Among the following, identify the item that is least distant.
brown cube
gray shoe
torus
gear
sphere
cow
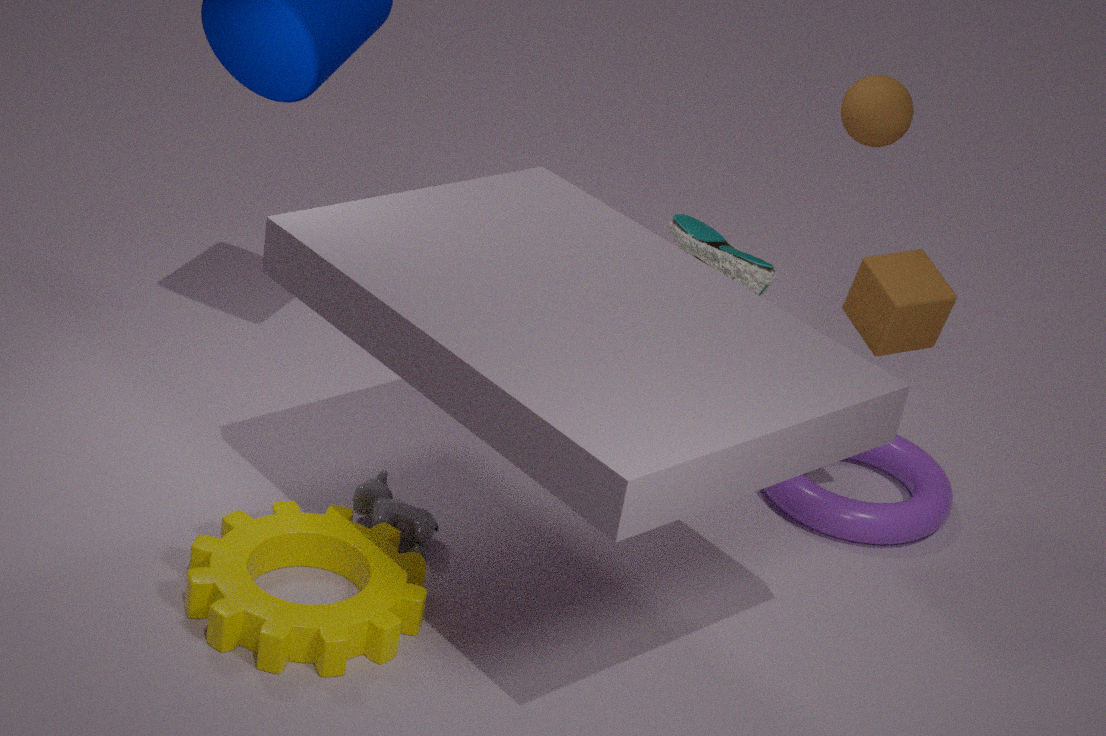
gear
